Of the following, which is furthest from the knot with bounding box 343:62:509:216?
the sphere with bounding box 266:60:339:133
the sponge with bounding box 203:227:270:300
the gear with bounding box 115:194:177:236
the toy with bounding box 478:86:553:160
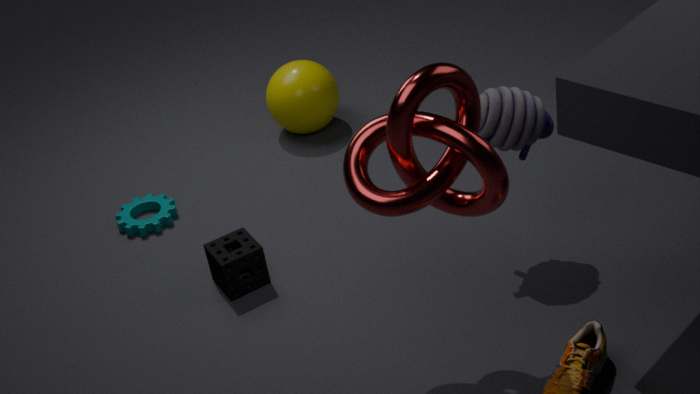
the sphere with bounding box 266:60:339:133
